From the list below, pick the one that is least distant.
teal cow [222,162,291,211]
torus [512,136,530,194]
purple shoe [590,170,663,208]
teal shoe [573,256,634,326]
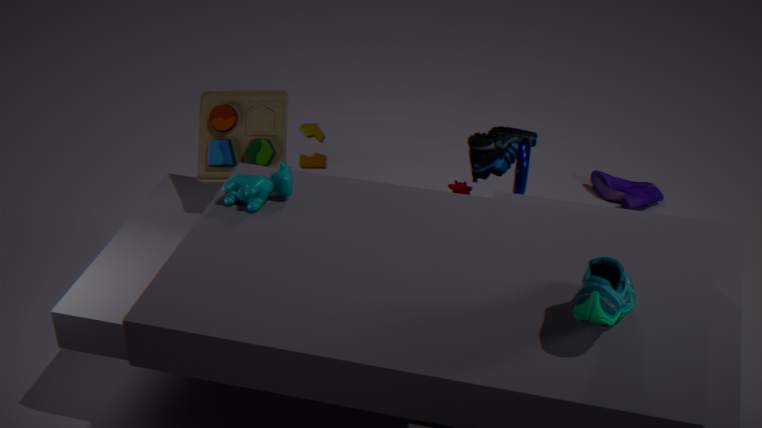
teal shoe [573,256,634,326]
